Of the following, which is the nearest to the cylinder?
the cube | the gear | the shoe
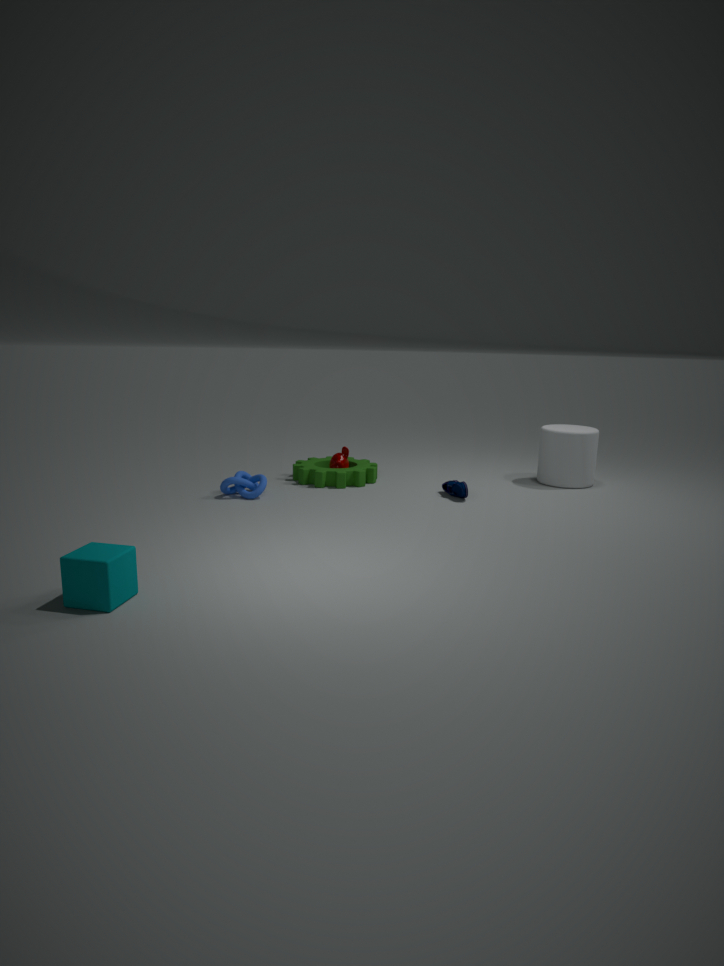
the shoe
